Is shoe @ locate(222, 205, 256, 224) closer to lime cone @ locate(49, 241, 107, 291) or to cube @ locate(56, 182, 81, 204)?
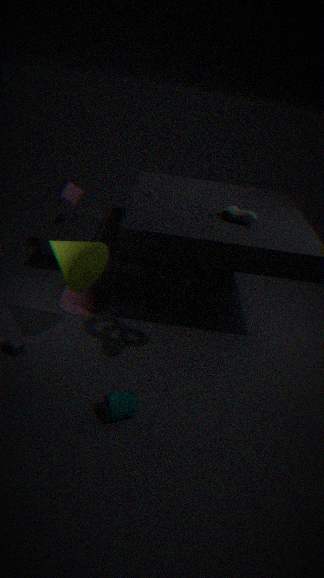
lime cone @ locate(49, 241, 107, 291)
